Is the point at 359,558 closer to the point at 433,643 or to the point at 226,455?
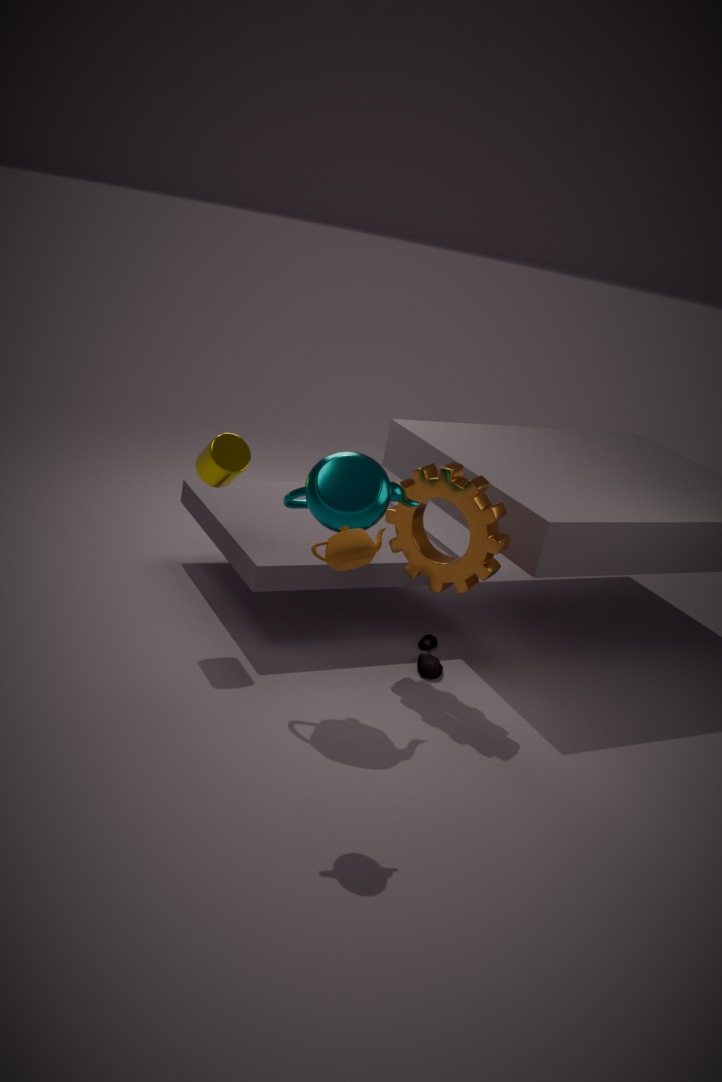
the point at 226,455
